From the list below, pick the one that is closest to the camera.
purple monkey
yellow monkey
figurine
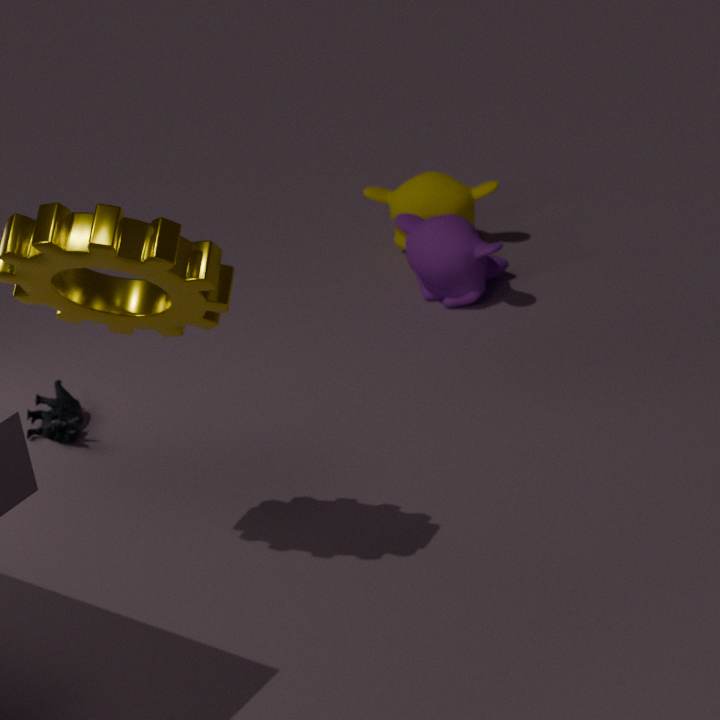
figurine
